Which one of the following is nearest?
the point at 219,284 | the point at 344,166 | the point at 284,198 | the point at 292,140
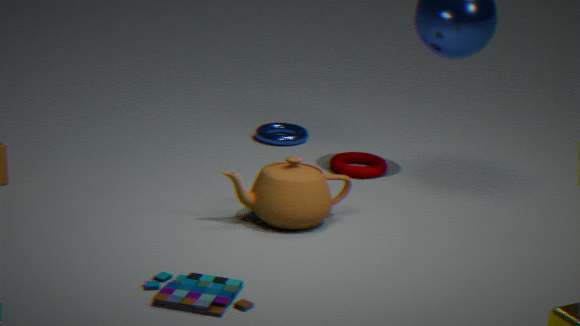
the point at 219,284
